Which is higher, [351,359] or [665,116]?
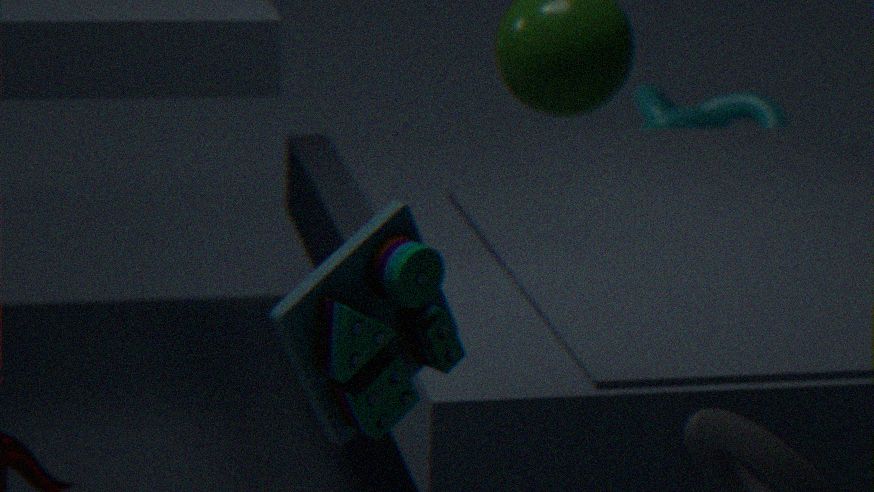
[351,359]
